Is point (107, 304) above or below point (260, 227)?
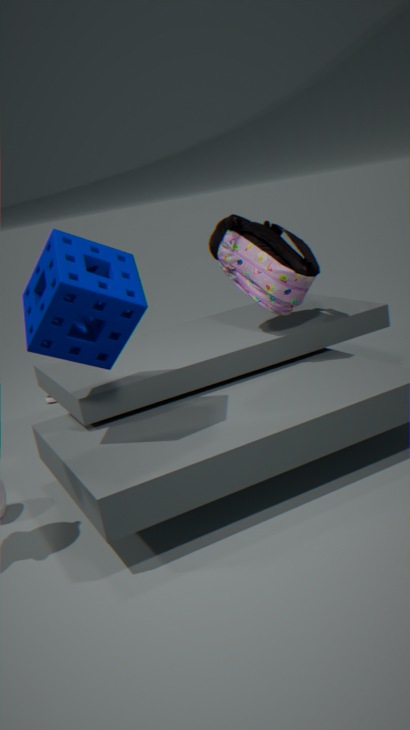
above
